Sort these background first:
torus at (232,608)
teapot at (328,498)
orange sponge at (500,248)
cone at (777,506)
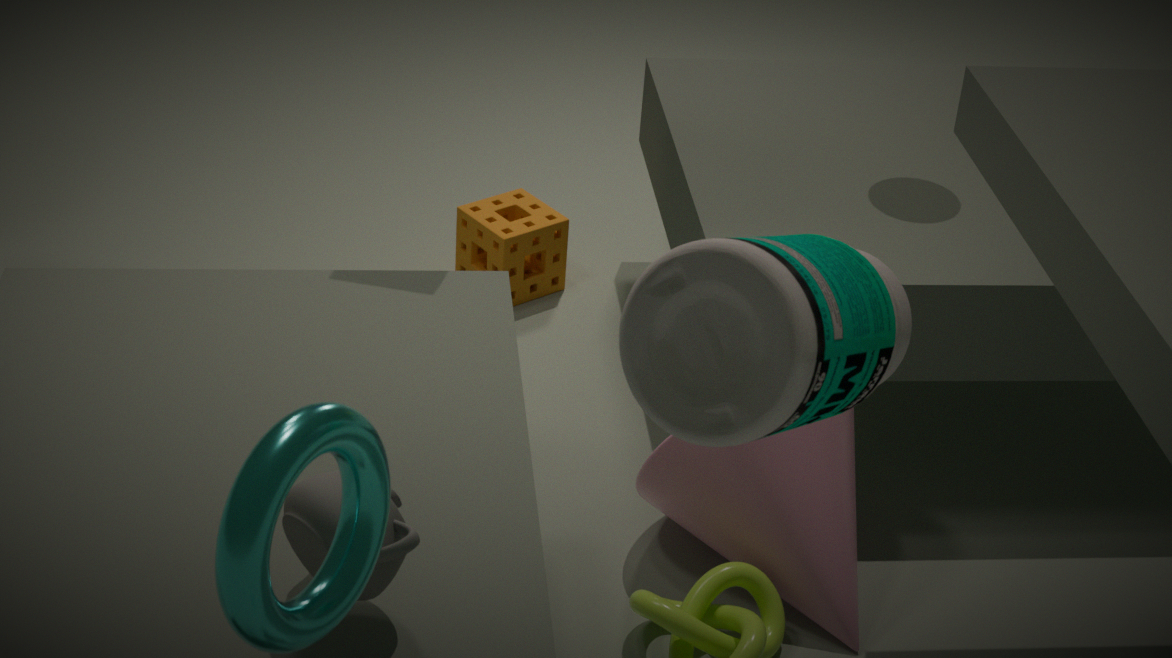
orange sponge at (500,248), cone at (777,506), teapot at (328,498), torus at (232,608)
